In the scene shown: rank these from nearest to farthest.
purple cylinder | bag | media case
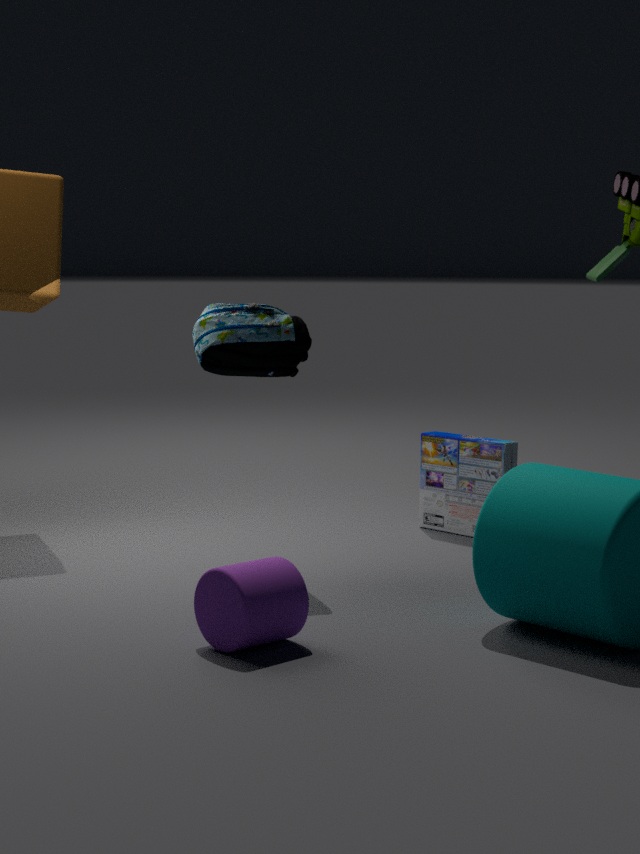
purple cylinder → bag → media case
